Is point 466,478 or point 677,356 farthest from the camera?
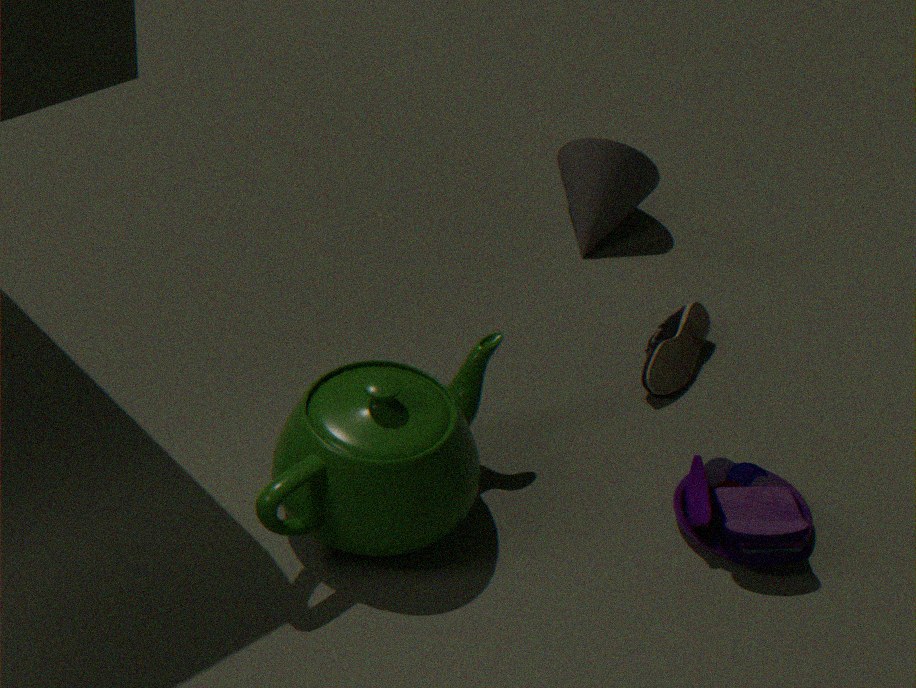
point 677,356
